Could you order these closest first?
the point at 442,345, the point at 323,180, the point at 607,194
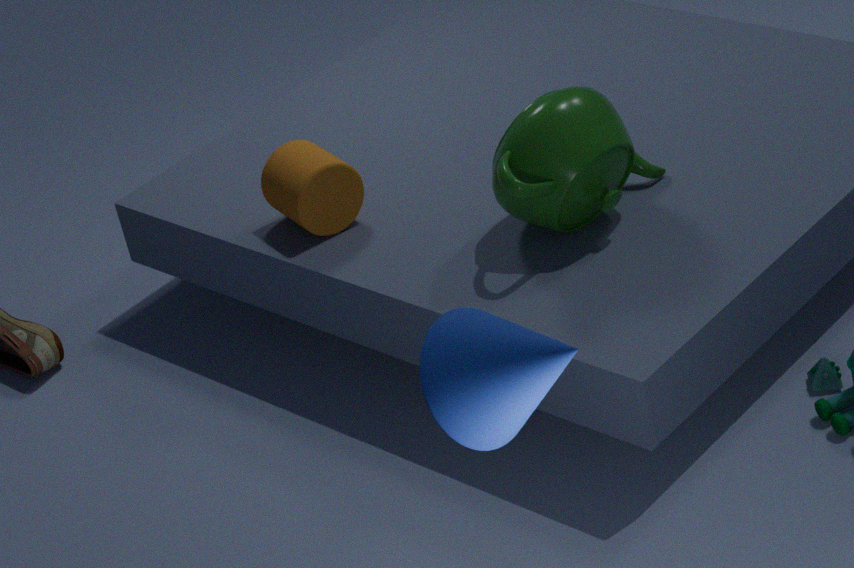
the point at 442,345, the point at 607,194, the point at 323,180
